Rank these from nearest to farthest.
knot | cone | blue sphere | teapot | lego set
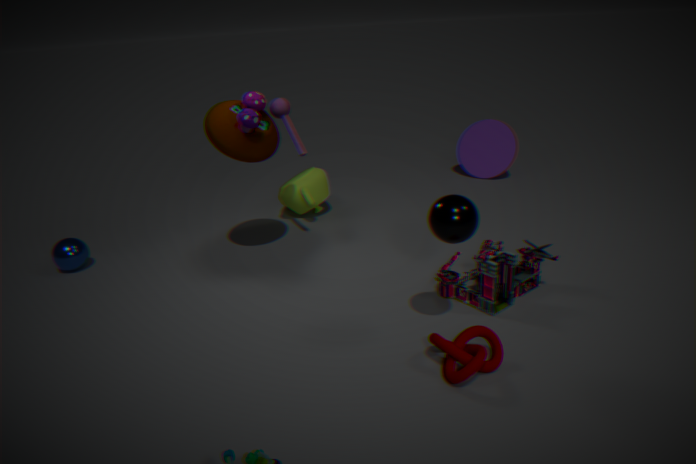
knot < lego set < blue sphere < teapot < cone
